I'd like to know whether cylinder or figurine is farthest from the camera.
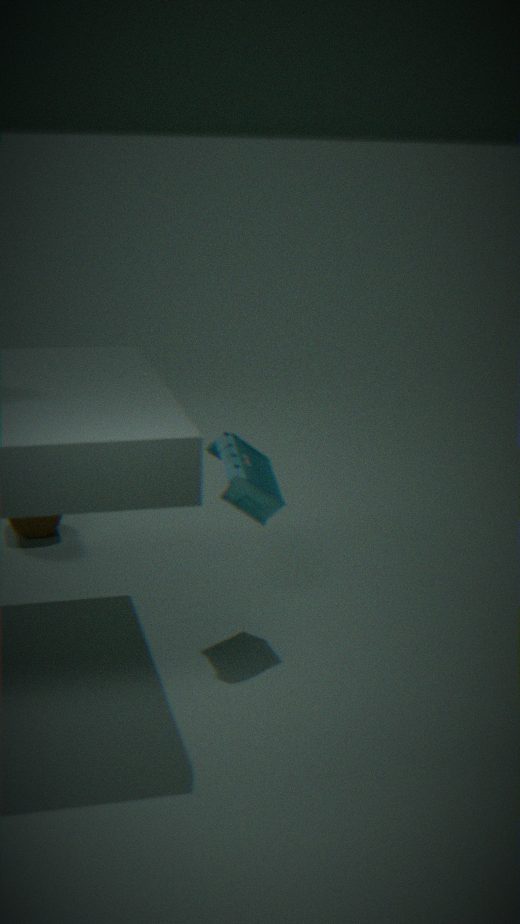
cylinder
